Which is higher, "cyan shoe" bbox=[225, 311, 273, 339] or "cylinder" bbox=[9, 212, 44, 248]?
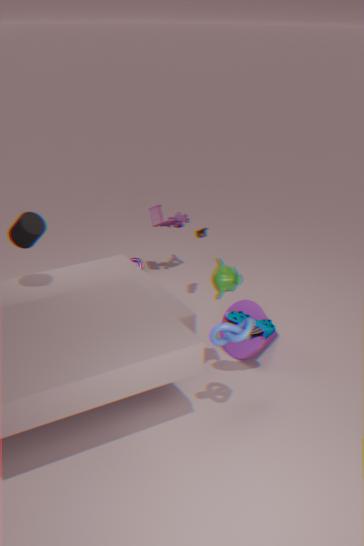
"cylinder" bbox=[9, 212, 44, 248]
